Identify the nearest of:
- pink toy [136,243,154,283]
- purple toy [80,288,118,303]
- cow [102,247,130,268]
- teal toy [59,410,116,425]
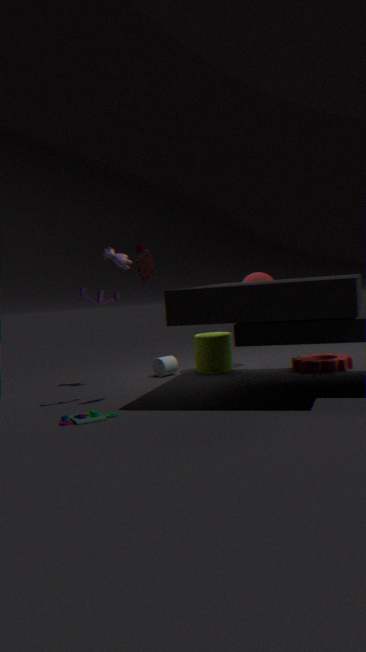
teal toy [59,410,116,425]
